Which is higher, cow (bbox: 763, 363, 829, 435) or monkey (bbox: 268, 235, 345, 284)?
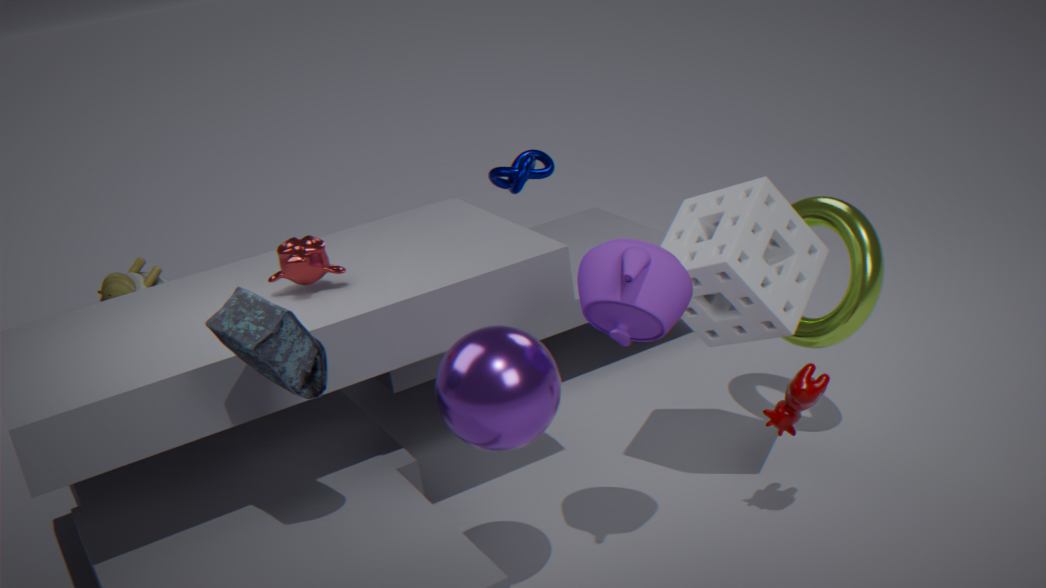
monkey (bbox: 268, 235, 345, 284)
